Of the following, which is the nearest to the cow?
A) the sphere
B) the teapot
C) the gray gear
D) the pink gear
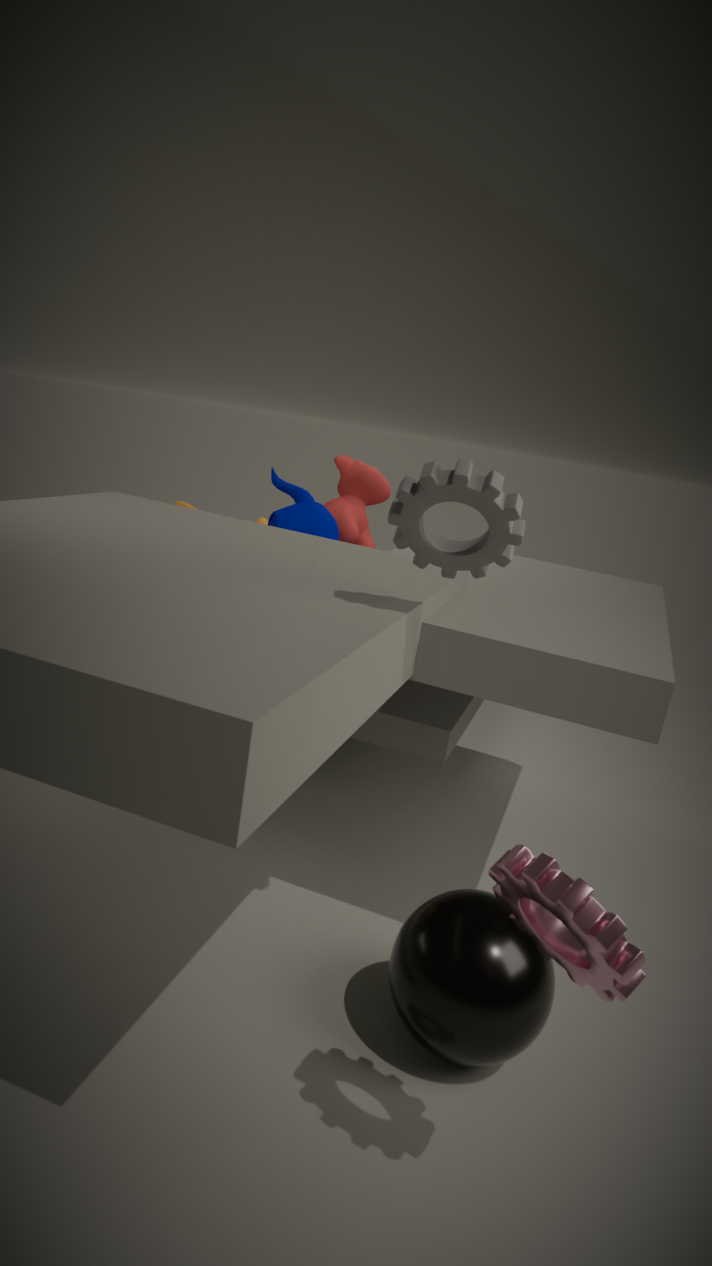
the teapot
